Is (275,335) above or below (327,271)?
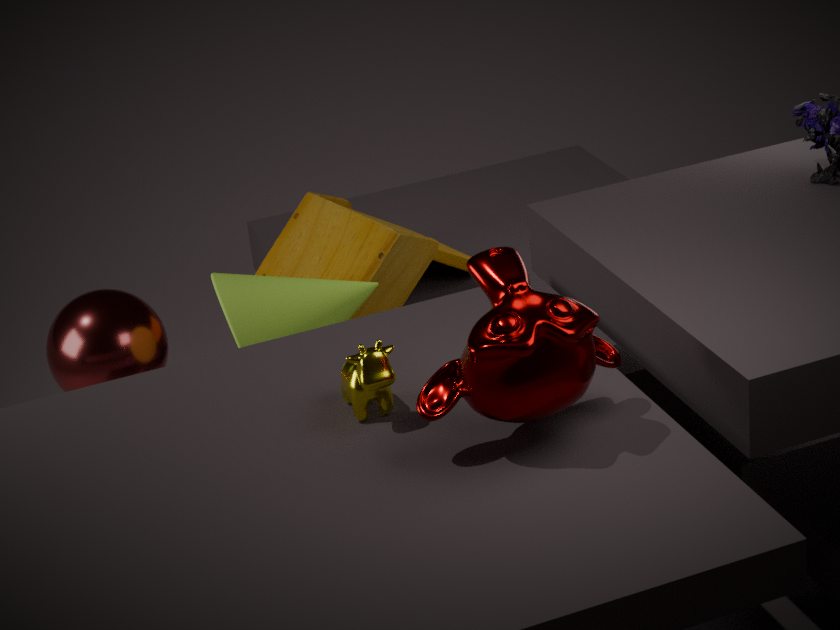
above
